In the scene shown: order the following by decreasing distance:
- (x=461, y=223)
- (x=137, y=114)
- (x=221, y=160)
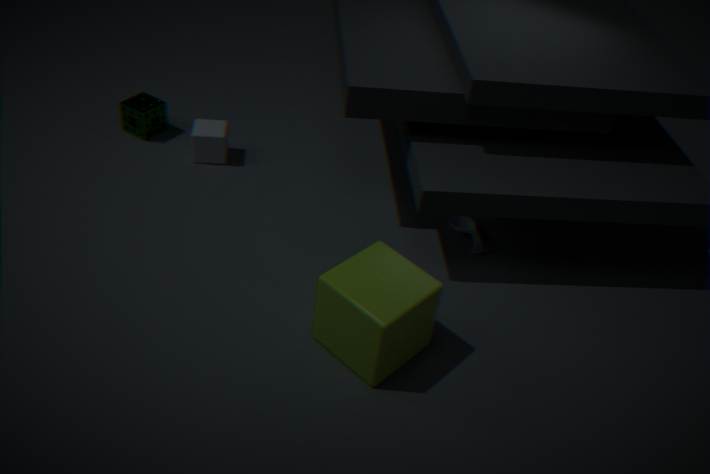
1. (x=137, y=114)
2. (x=221, y=160)
3. (x=461, y=223)
